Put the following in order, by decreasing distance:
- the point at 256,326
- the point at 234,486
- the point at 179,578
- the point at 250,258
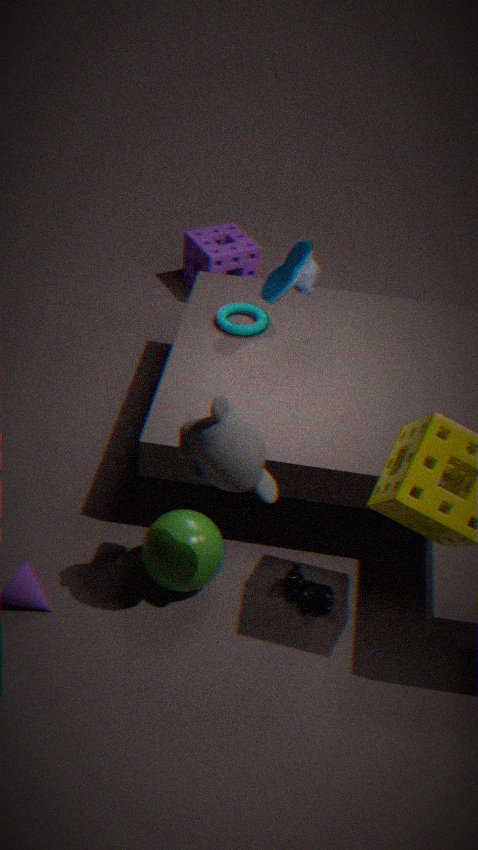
the point at 250,258
the point at 256,326
the point at 179,578
the point at 234,486
